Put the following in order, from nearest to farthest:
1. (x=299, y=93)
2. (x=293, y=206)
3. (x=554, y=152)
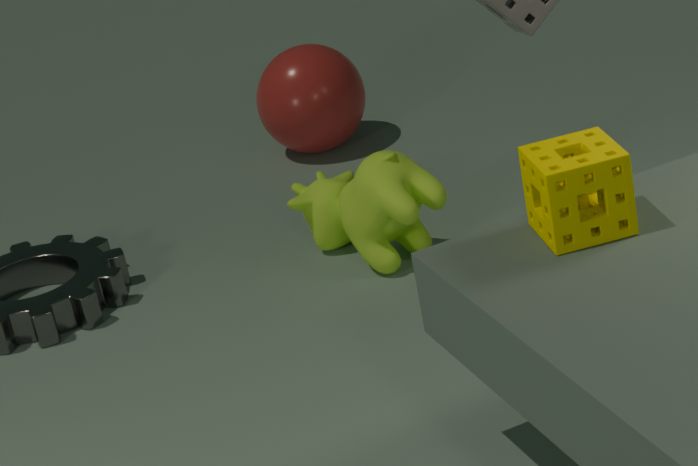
(x=554, y=152)
(x=293, y=206)
(x=299, y=93)
